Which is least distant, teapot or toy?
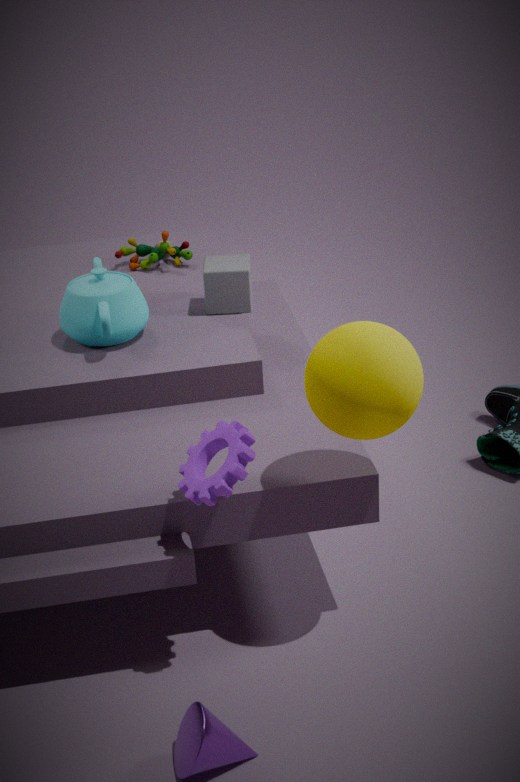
teapot
